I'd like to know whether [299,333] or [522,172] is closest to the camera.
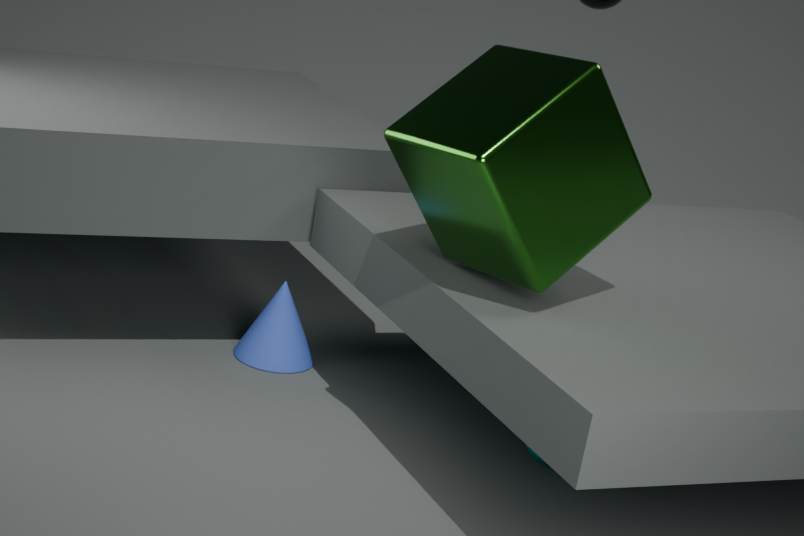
[522,172]
